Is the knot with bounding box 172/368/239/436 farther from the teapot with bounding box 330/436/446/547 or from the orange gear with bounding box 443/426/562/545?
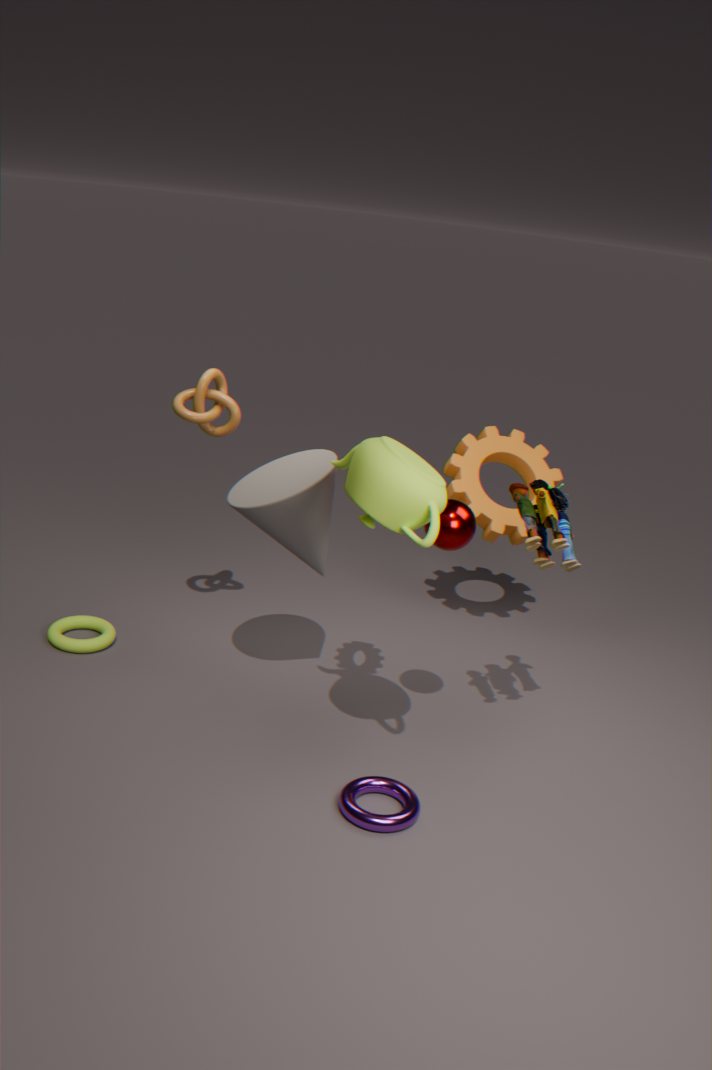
the orange gear with bounding box 443/426/562/545
